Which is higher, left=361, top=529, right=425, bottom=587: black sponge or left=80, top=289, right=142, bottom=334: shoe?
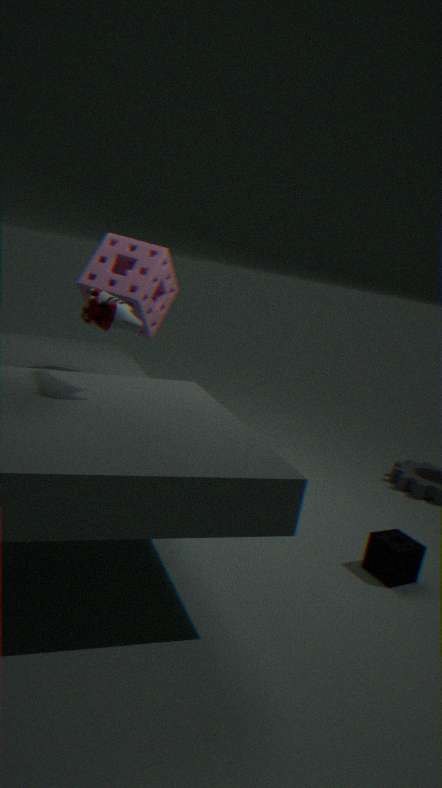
left=80, top=289, right=142, bottom=334: shoe
